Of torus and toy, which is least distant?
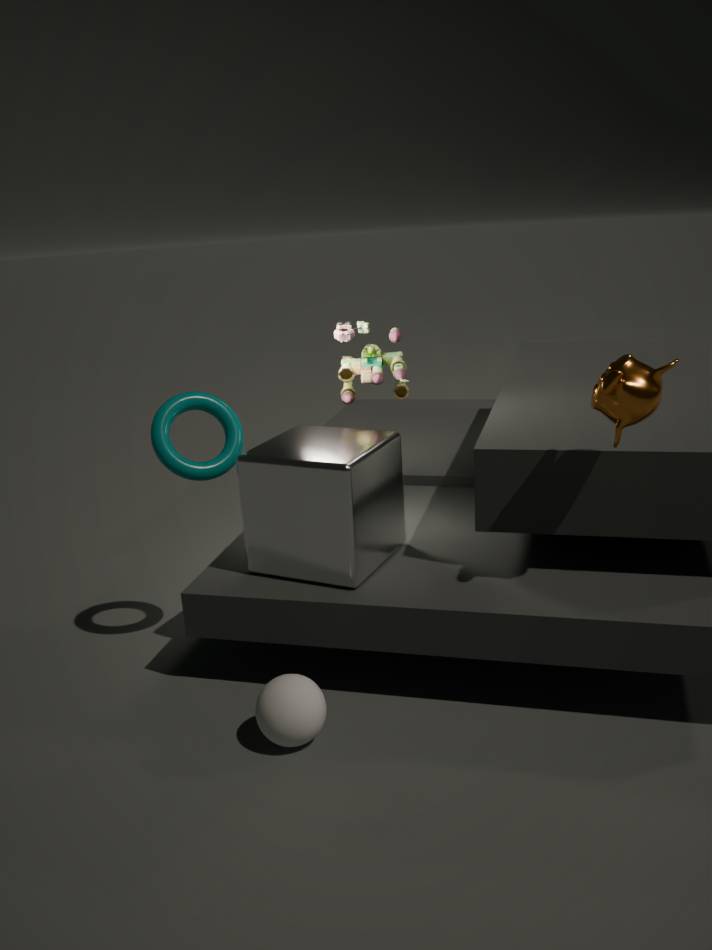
torus
